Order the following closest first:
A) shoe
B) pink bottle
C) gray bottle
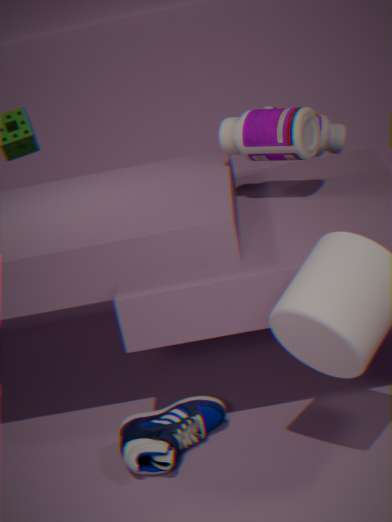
shoe → pink bottle → gray bottle
